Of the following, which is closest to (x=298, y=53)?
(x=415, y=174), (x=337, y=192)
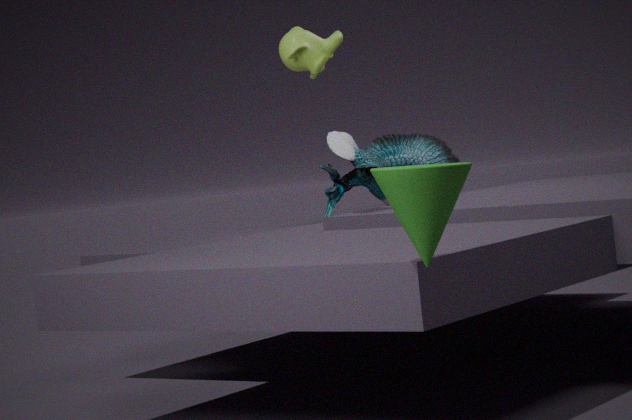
(x=337, y=192)
